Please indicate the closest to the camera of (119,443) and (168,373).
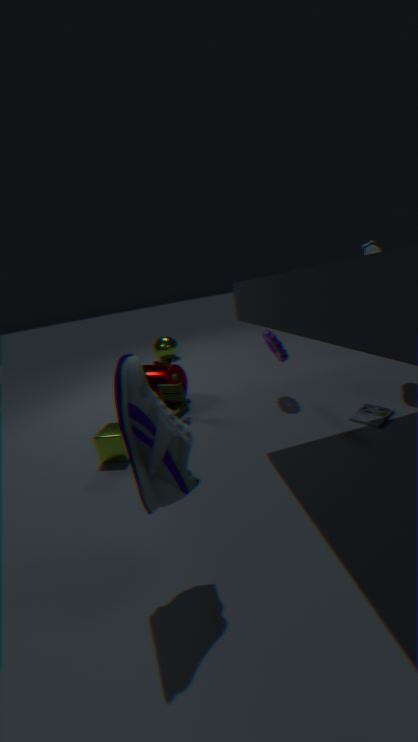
(119,443)
